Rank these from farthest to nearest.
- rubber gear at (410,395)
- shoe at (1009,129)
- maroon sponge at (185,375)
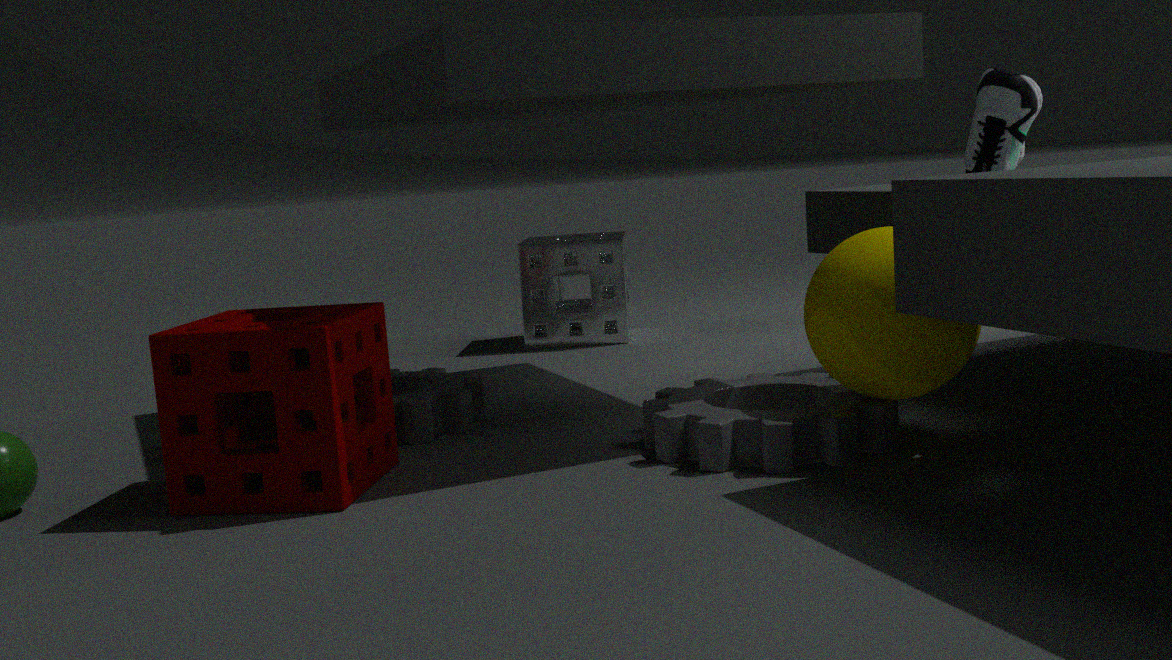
shoe at (1009,129) < rubber gear at (410,395) < maroon sponge at (185,375)
